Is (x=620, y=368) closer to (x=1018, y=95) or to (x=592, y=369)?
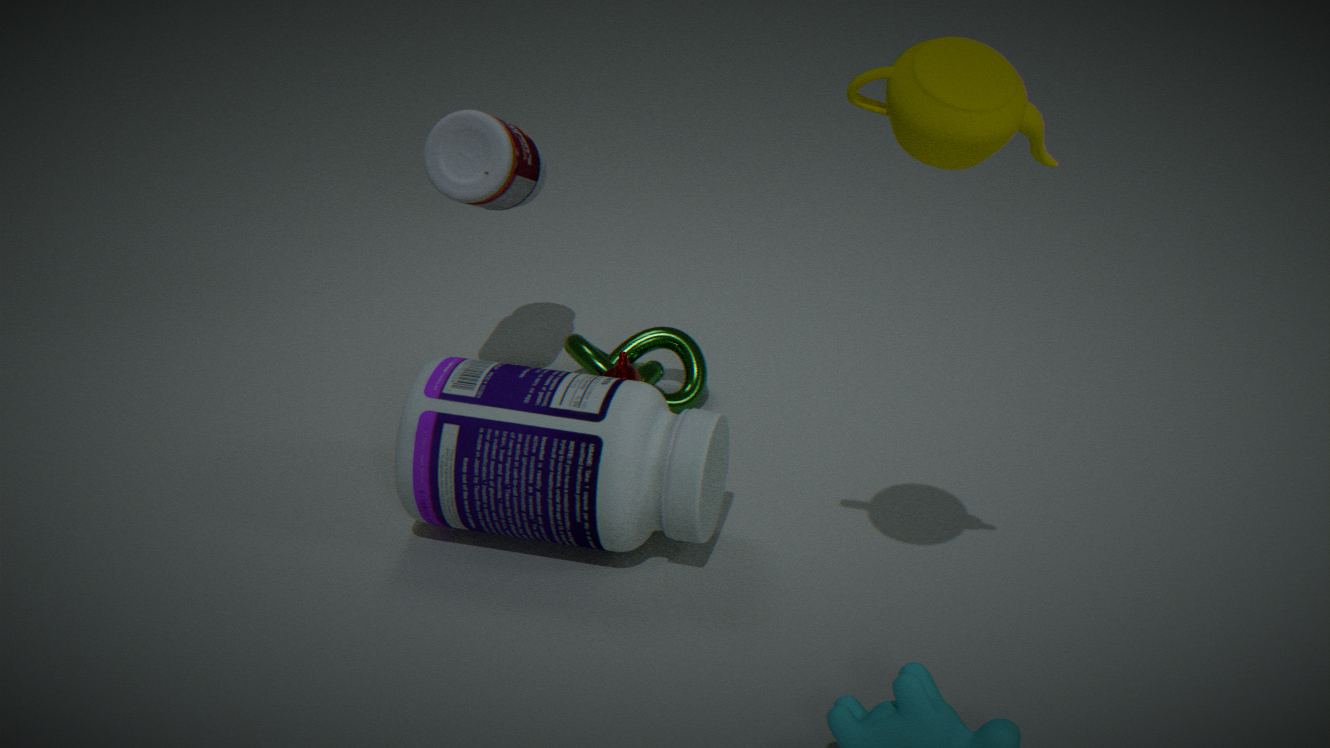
(x=592, y=369)
